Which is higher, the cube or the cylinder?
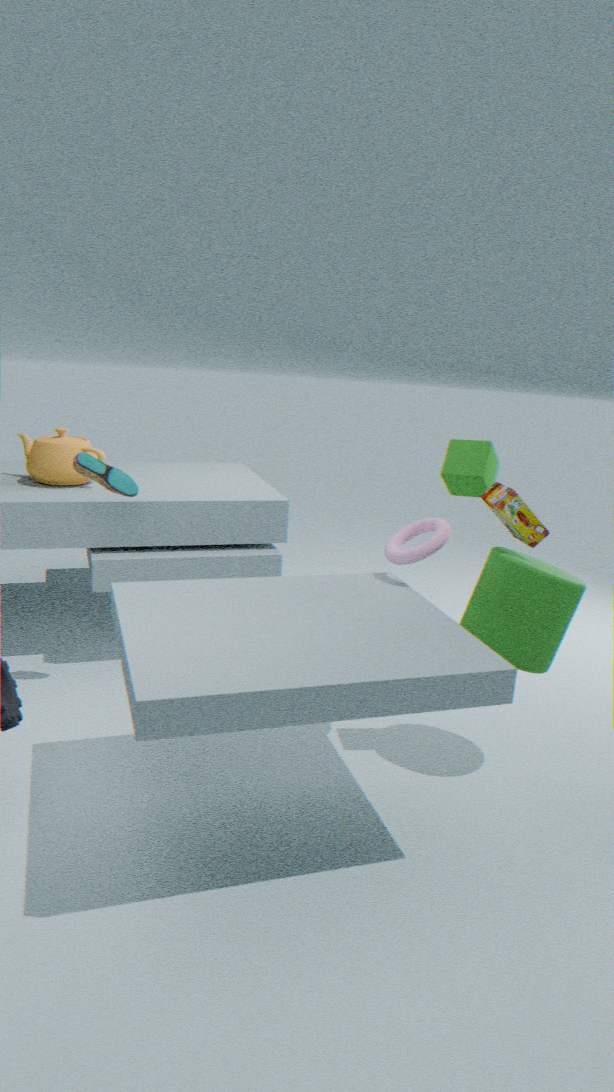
the cube
